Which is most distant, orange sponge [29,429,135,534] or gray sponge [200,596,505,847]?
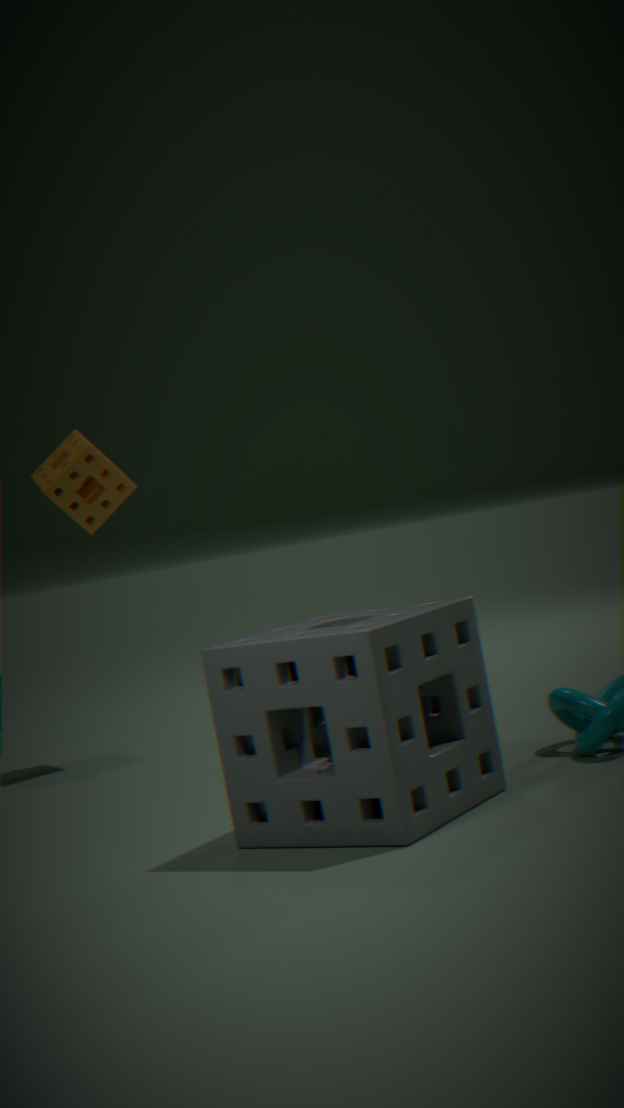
orange sponge [29,429,135,534]
